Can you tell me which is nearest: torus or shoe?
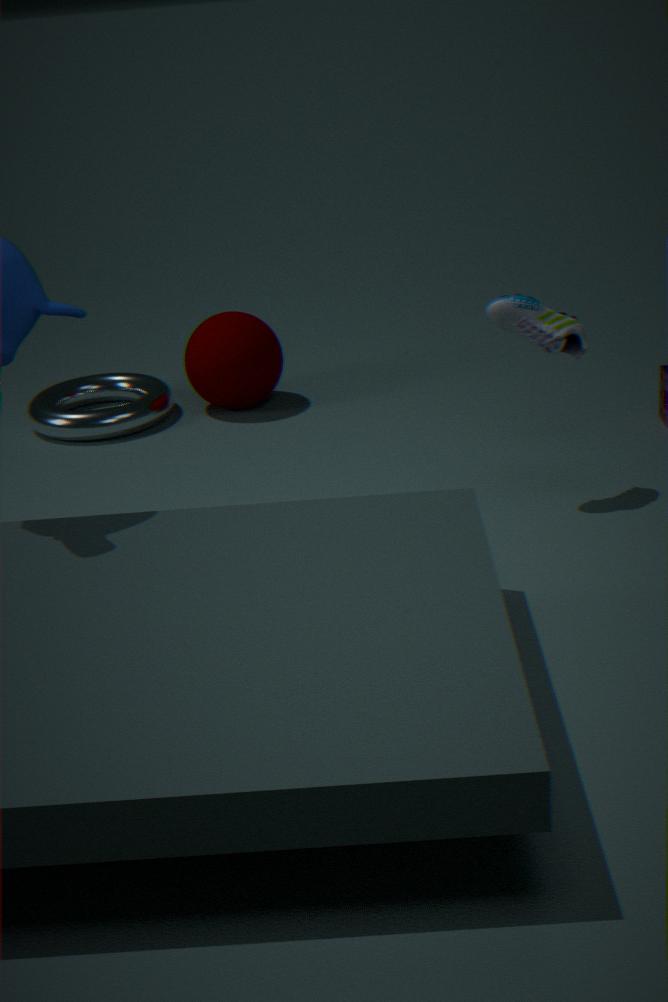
shoe
